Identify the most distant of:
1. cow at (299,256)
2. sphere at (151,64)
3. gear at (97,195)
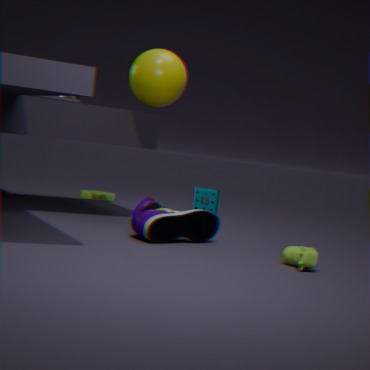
gear at (97,195)
